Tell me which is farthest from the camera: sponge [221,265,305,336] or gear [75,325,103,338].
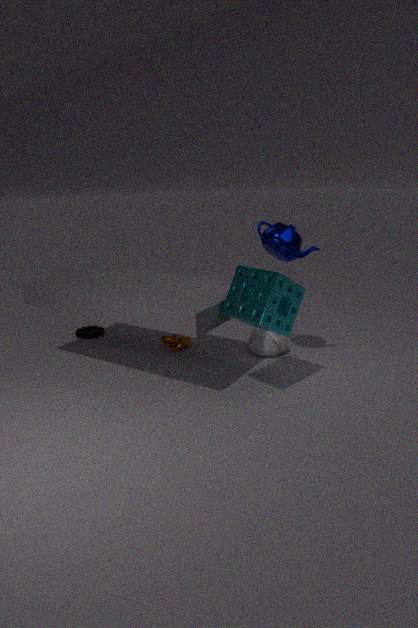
gear [75,325,103,338]
